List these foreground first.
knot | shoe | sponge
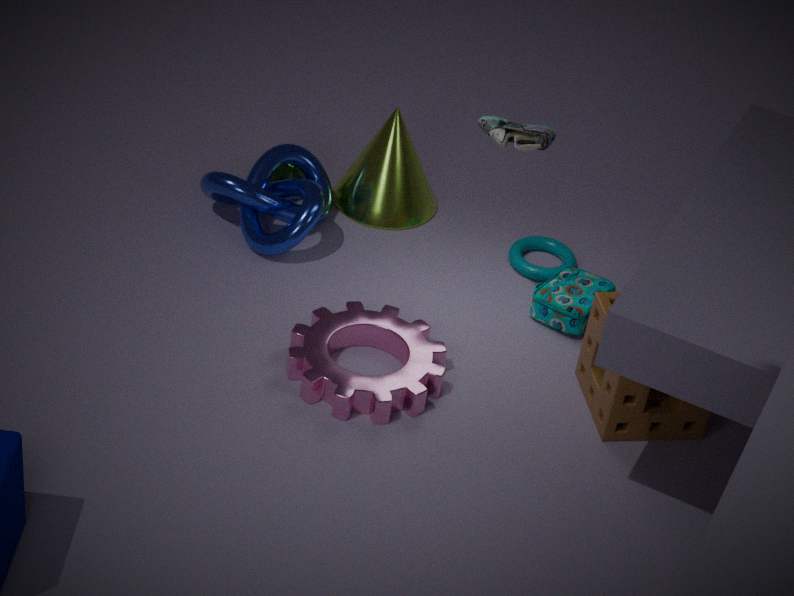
shoe
sponge
knot
